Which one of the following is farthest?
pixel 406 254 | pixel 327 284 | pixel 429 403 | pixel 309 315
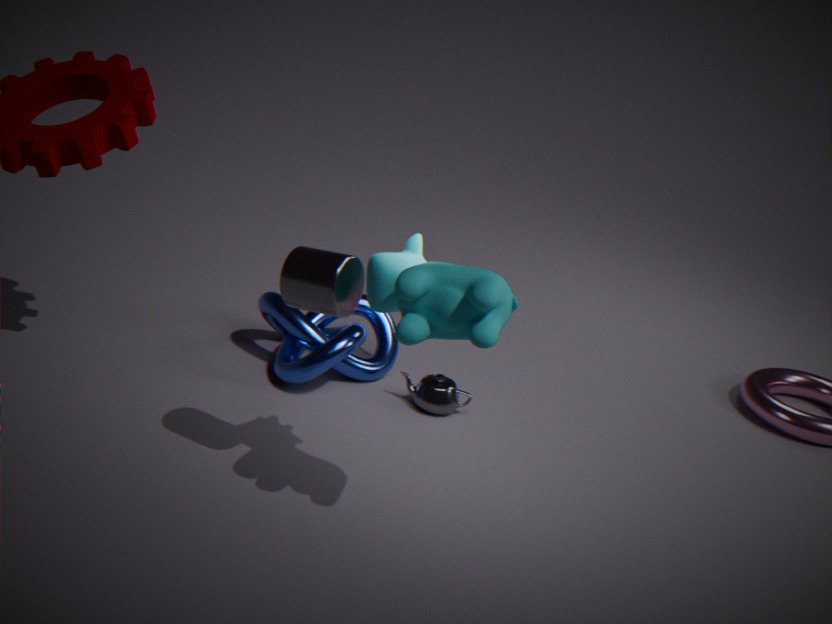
pixel 309 315
